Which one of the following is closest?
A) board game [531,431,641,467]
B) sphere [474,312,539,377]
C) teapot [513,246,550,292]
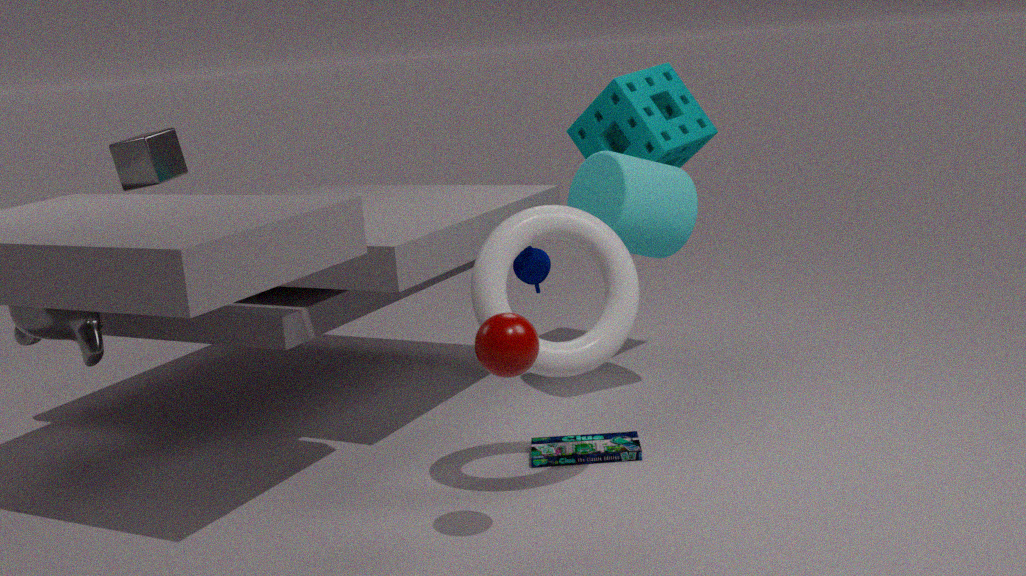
sphere [474,312,539,377]
